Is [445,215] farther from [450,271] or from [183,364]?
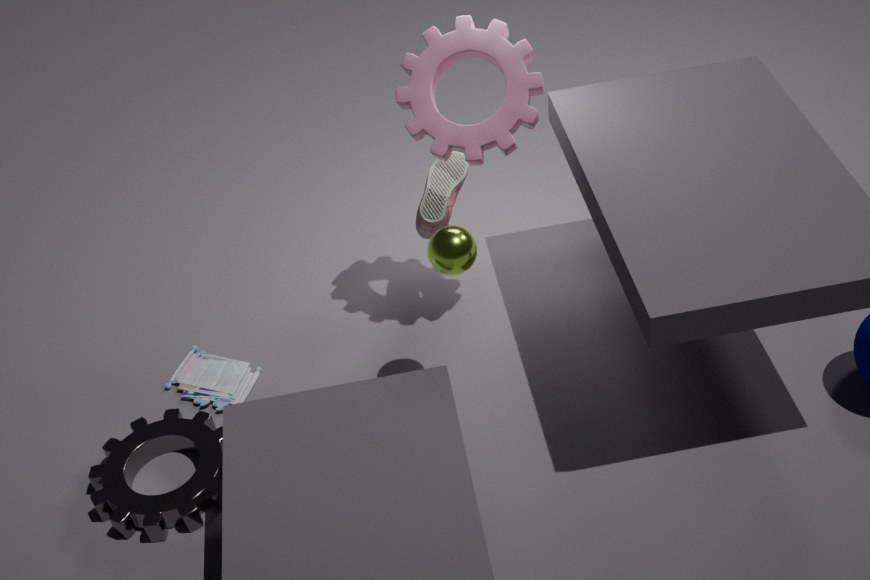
[183,364]
